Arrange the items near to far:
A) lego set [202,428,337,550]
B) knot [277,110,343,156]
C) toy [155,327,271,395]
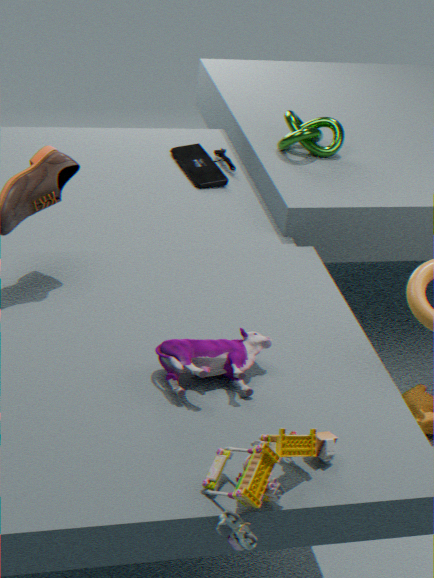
lego set [202,428,337,550] < toy [155,327,271,395] < knot [277,110,343,156]
